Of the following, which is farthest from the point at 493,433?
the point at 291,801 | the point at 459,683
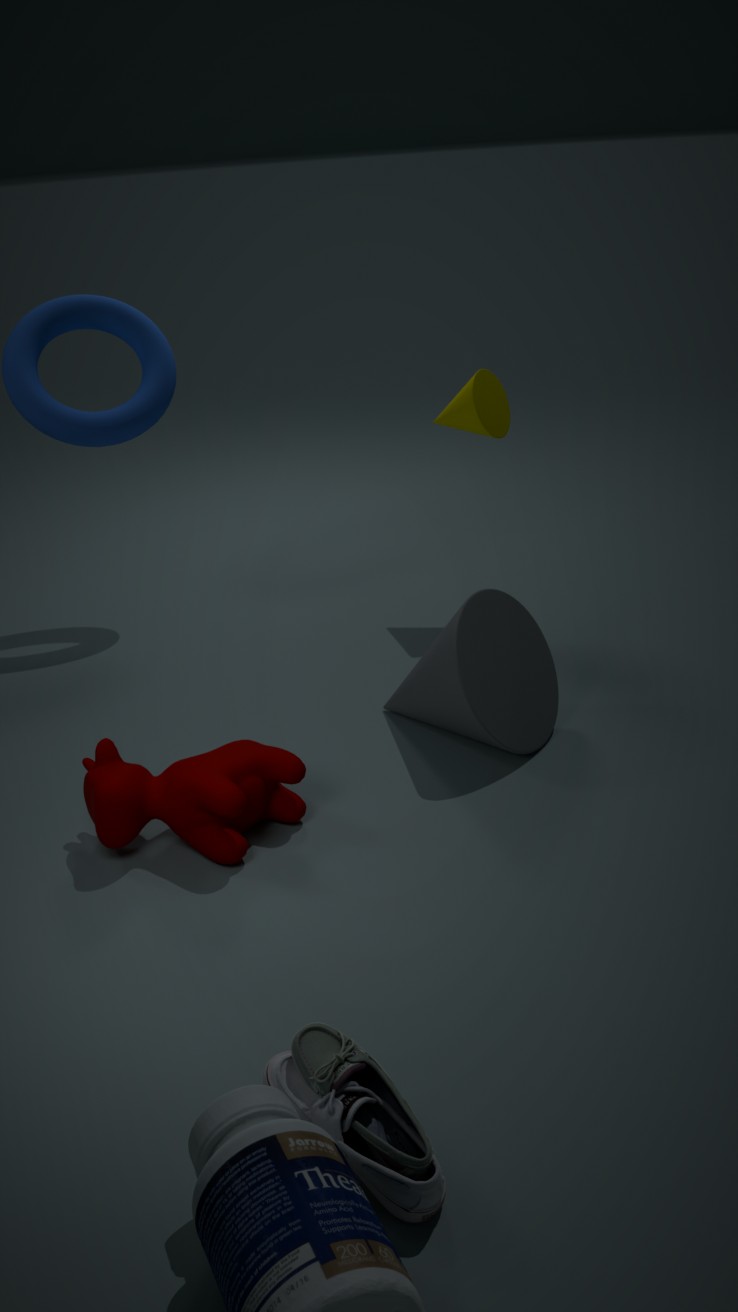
the point at 291,801
